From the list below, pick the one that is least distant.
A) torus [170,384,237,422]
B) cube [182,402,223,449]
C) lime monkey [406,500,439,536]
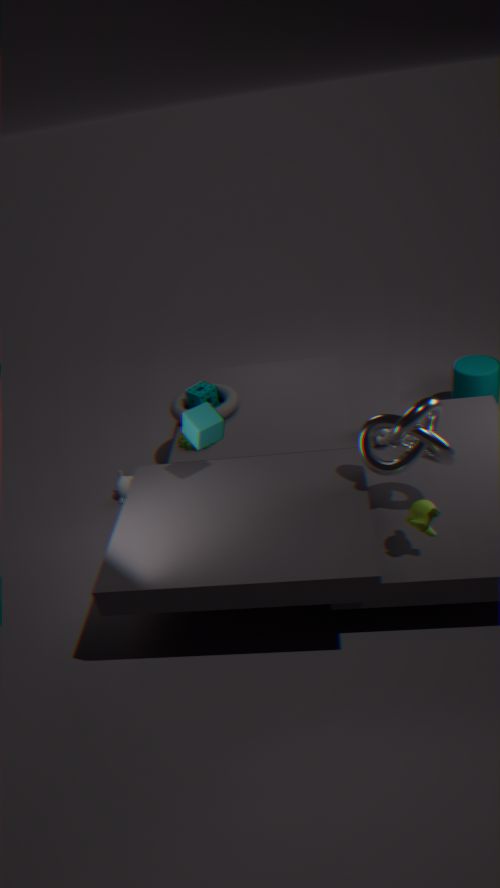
lime monkey [406,500,439,536]
